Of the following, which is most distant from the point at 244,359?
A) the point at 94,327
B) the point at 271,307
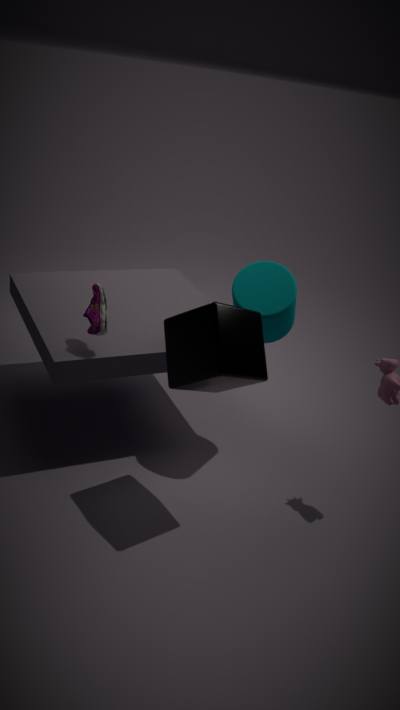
the point at 94,327
